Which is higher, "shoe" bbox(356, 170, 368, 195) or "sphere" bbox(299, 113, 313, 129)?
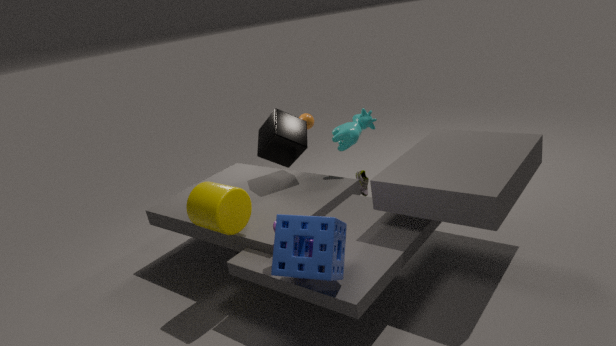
"sphere" bbox(299, 113, 313, 129)
